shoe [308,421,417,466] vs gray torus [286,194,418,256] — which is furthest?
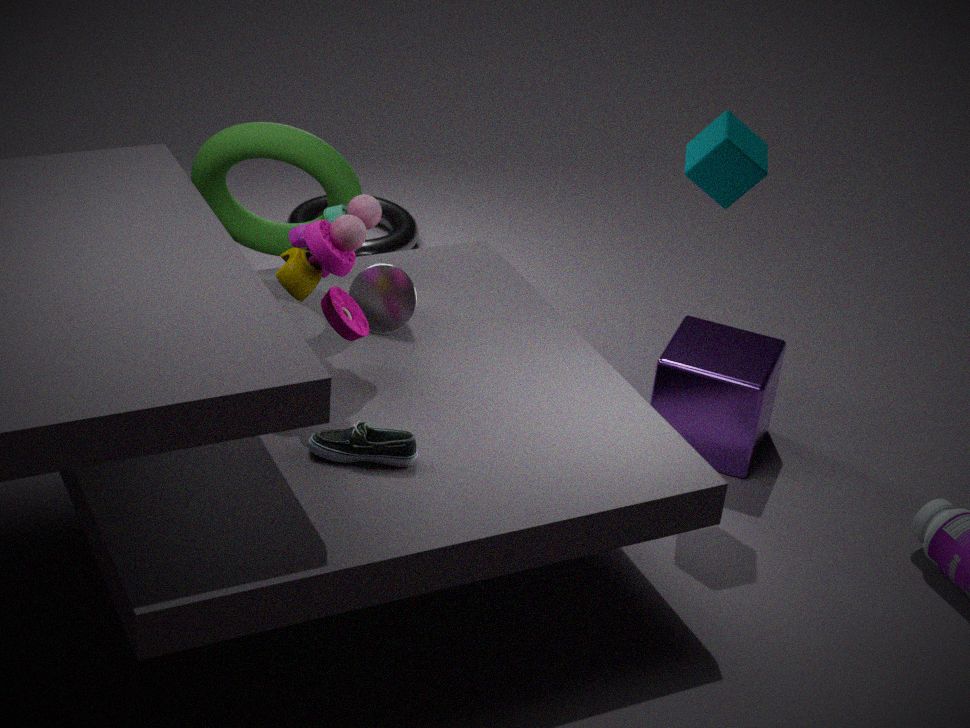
gray torus [286,194,418,256]
